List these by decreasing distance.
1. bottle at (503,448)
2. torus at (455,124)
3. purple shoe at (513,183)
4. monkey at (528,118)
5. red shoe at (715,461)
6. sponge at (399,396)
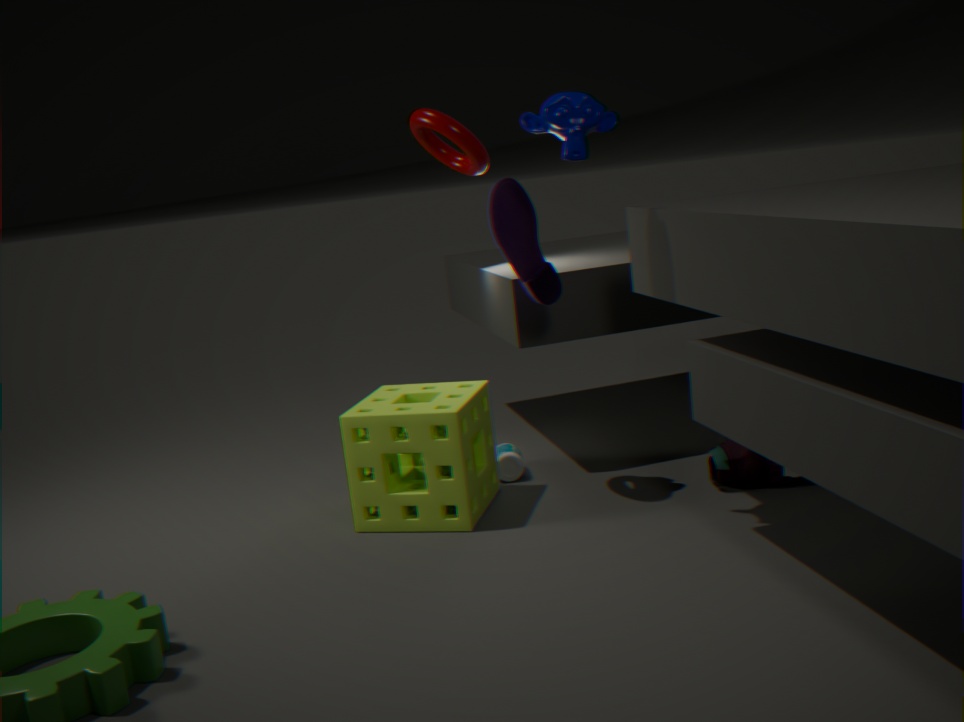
bottle at (503,448), red shoe at (715,461), purple shoe at (513,183), sponge at (399,396), torus at (455,124), monkey at (528,118)
